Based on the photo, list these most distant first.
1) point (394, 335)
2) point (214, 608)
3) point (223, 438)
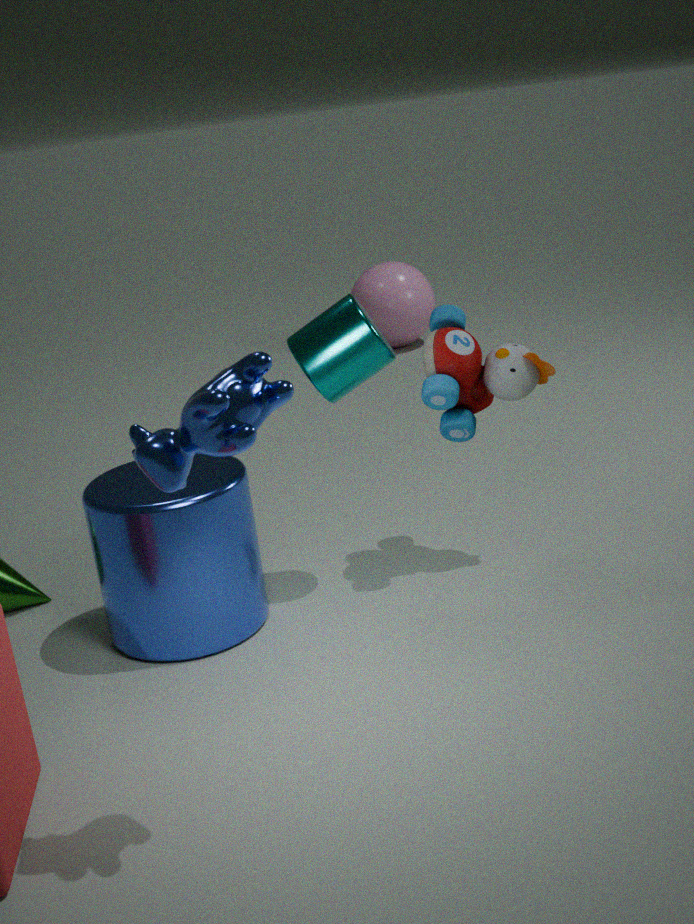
1. 1. point (394, 335)
2. 2. point (214, 608)
3. 3. point (223, 438)
